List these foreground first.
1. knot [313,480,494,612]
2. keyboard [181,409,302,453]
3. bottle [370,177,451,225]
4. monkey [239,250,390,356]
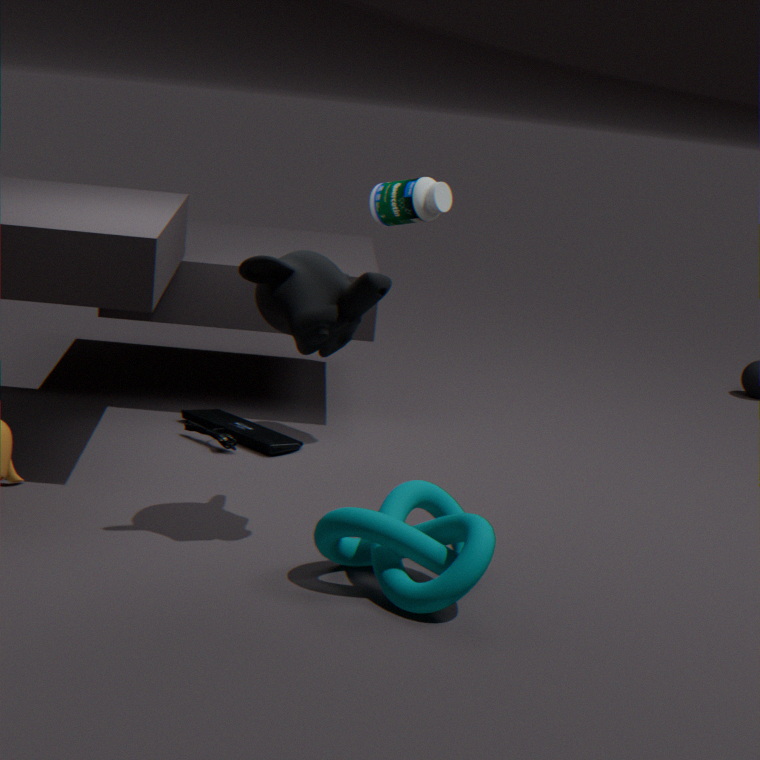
1. knot [313,480,494,612]
2. monkey [239,250,390,356]
3. bottle [370,177,451,225]
4. keyboard [181,409,302,453]
